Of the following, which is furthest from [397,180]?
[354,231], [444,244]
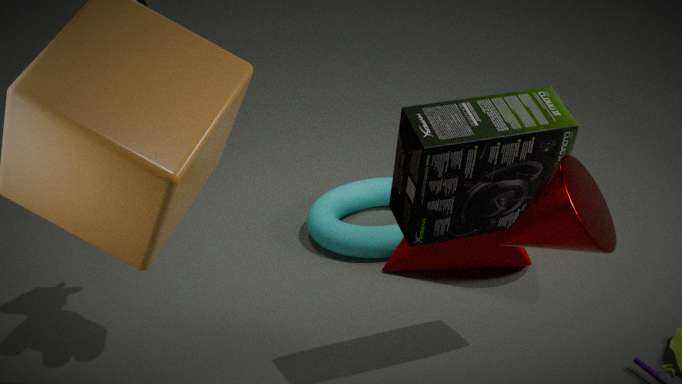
[354,231]
